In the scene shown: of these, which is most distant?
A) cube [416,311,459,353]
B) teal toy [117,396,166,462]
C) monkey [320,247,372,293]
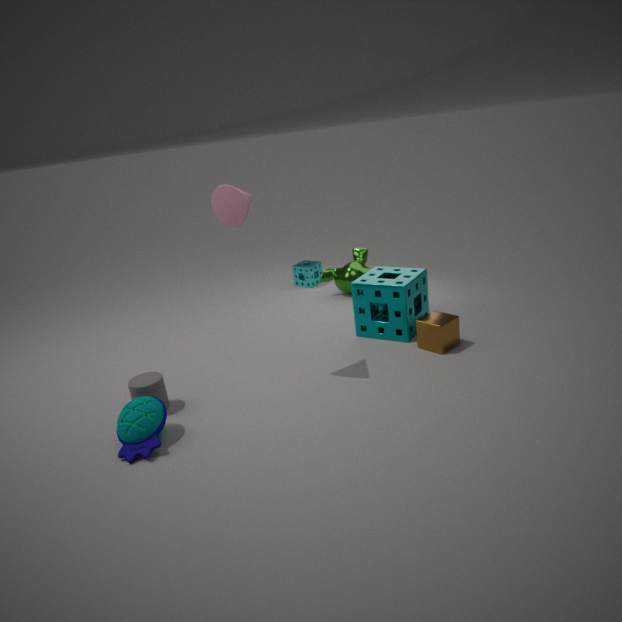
monkey [320,247,372,293]
